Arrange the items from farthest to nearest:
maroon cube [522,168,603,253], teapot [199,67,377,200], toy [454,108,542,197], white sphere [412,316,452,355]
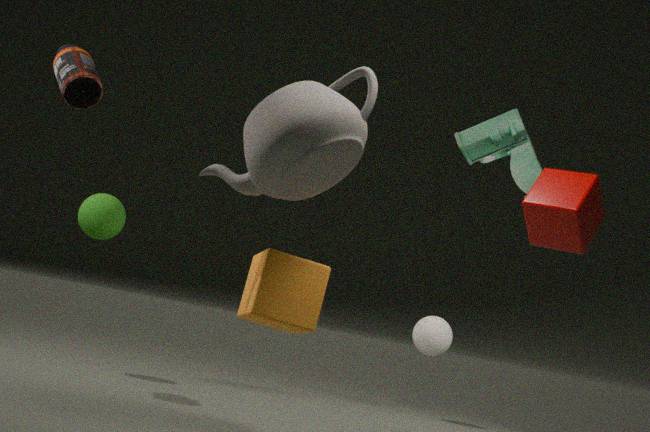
white sphere [412,316,452,355], toy [454,108,542,197], maroon cube [522,168,603,253], teapot [199,67,377,200]
